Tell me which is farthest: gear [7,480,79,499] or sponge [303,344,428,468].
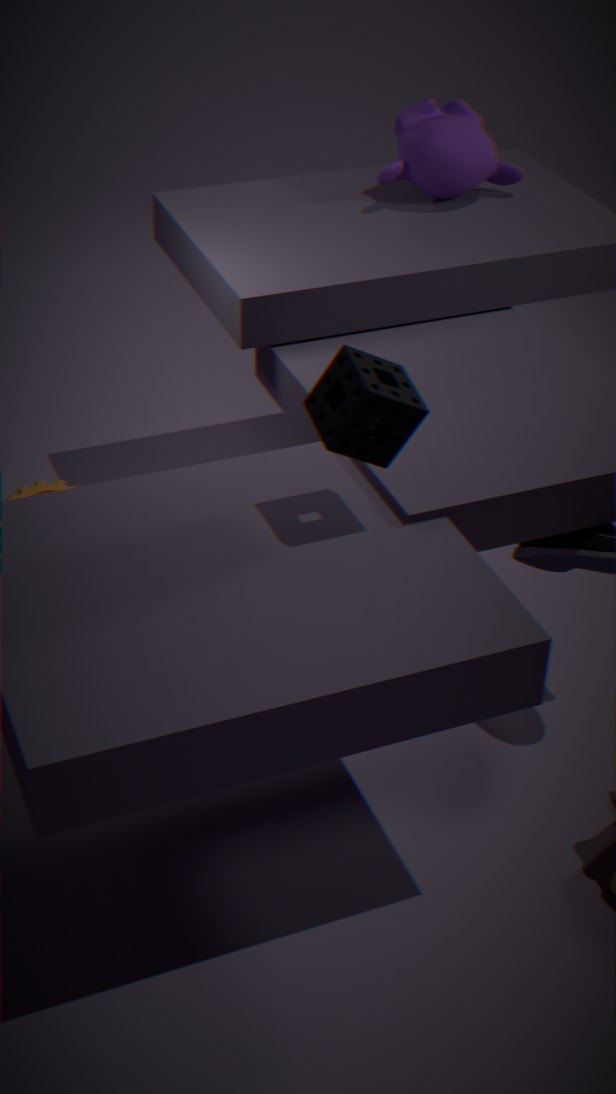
gear [7,480,79,499]
